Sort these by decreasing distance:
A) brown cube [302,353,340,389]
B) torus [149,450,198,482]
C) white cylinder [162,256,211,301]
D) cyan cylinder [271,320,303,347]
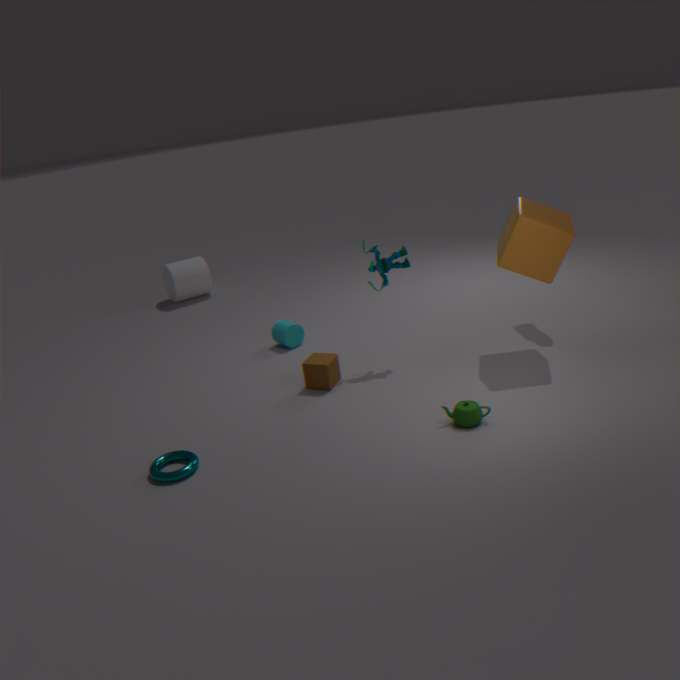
white cylinder [162,256,211,301]
cyan cylinder [271,320,303,347]
brown cube [302,353,340,389]
torus [149,450,198,482]
